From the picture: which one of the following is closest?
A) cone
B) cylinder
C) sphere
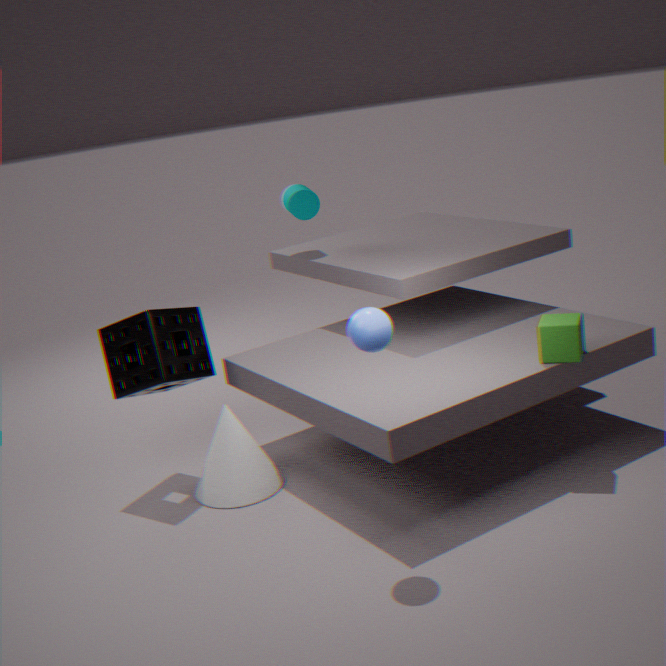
sphere
